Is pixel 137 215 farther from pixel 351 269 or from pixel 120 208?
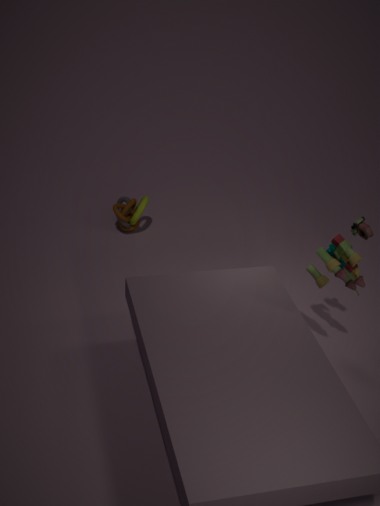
pixel 351 269
